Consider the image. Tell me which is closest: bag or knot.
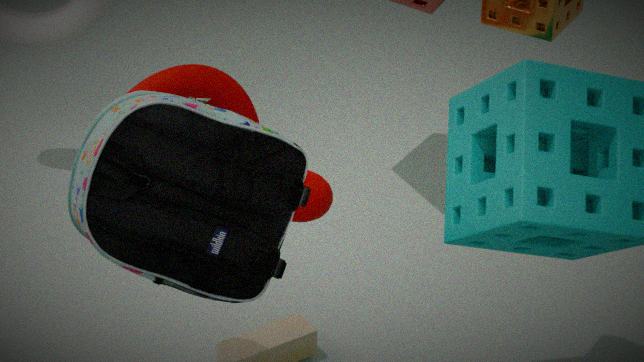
bag
